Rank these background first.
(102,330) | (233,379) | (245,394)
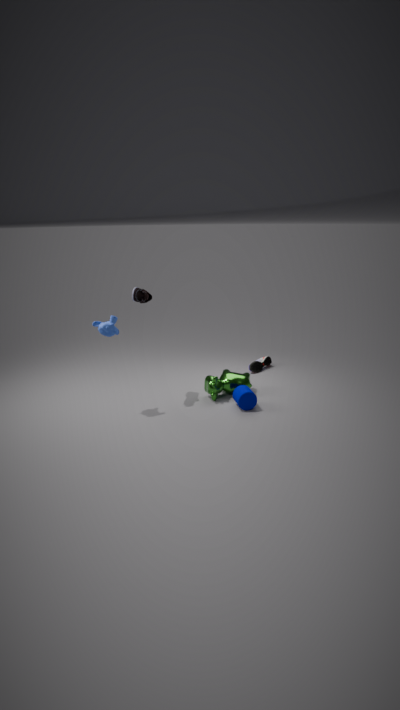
(233,379) → (245,394) → (102,330)
